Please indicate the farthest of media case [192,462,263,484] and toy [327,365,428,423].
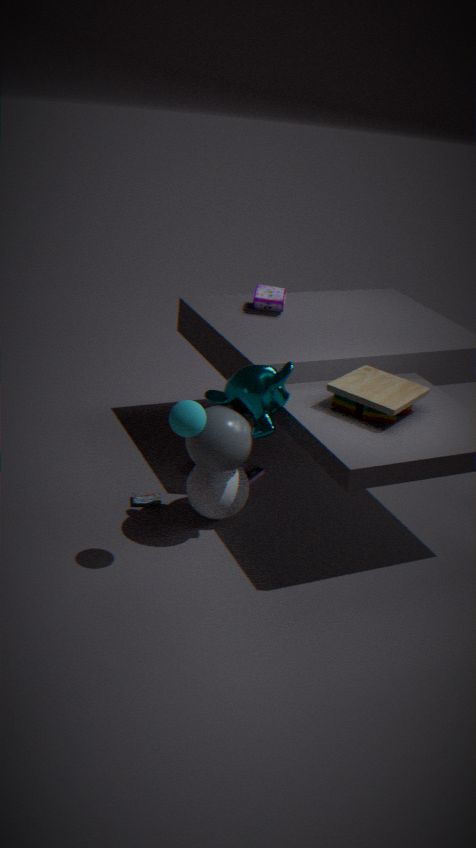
media case [192,462,263,484]
